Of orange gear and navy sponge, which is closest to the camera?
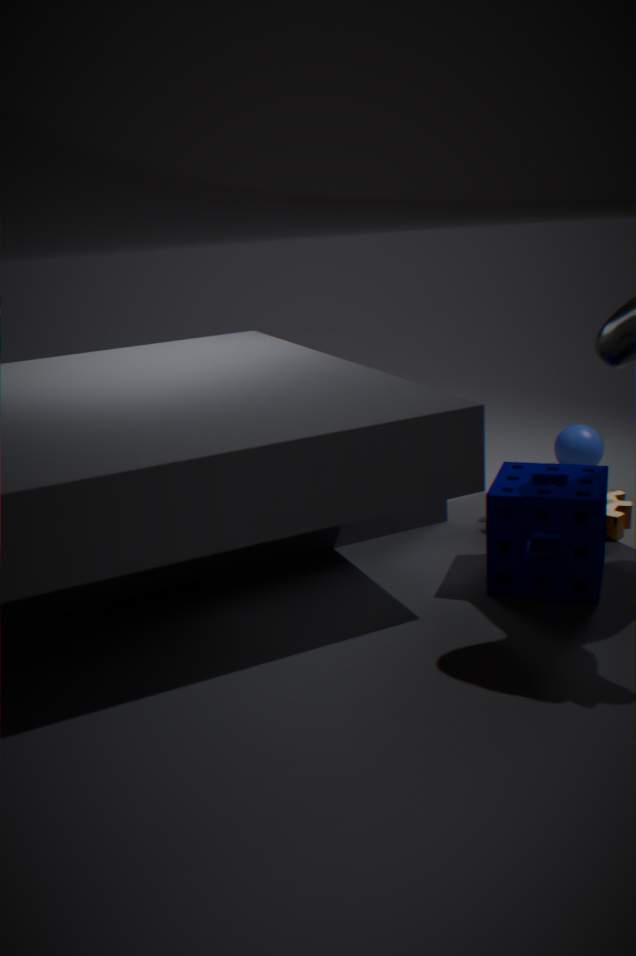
navy sponge
